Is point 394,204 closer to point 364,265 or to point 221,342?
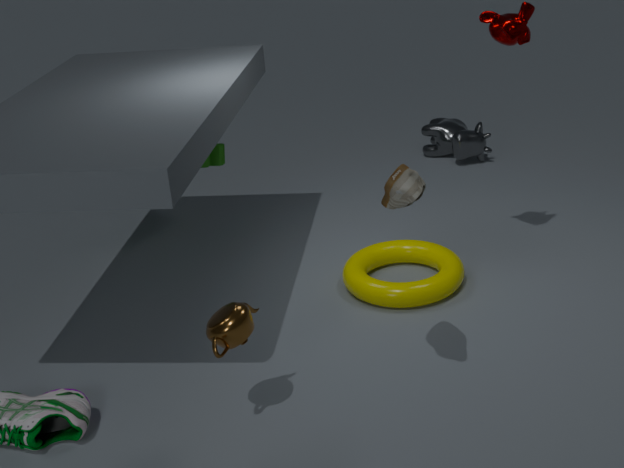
point 221,342
